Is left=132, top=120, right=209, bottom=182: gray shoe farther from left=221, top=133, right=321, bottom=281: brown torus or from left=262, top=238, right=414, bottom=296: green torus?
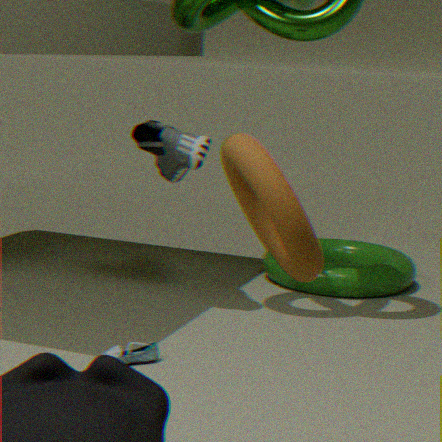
left=221, top=133, right=321, bottom=281: brown torus
